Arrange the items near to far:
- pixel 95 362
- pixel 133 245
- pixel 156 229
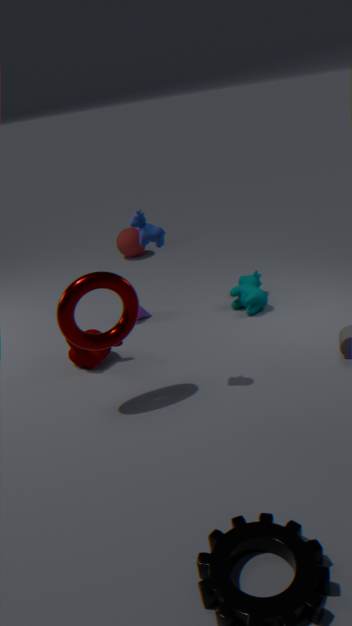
pixel 156 229
pixel 95 362
pixel 133 245
